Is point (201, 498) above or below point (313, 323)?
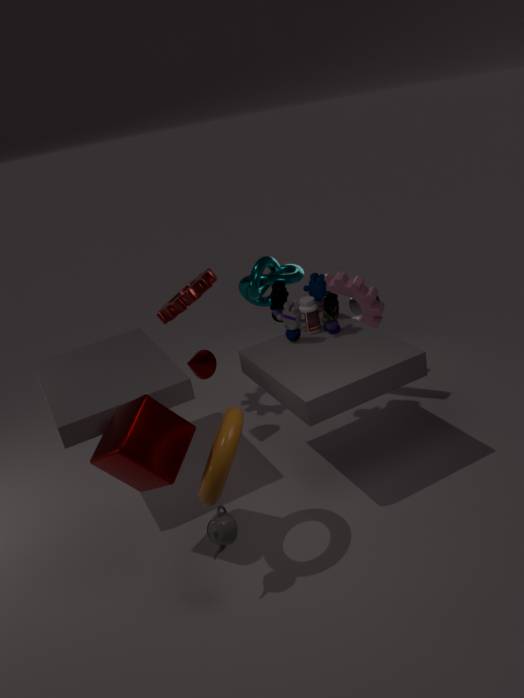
below
